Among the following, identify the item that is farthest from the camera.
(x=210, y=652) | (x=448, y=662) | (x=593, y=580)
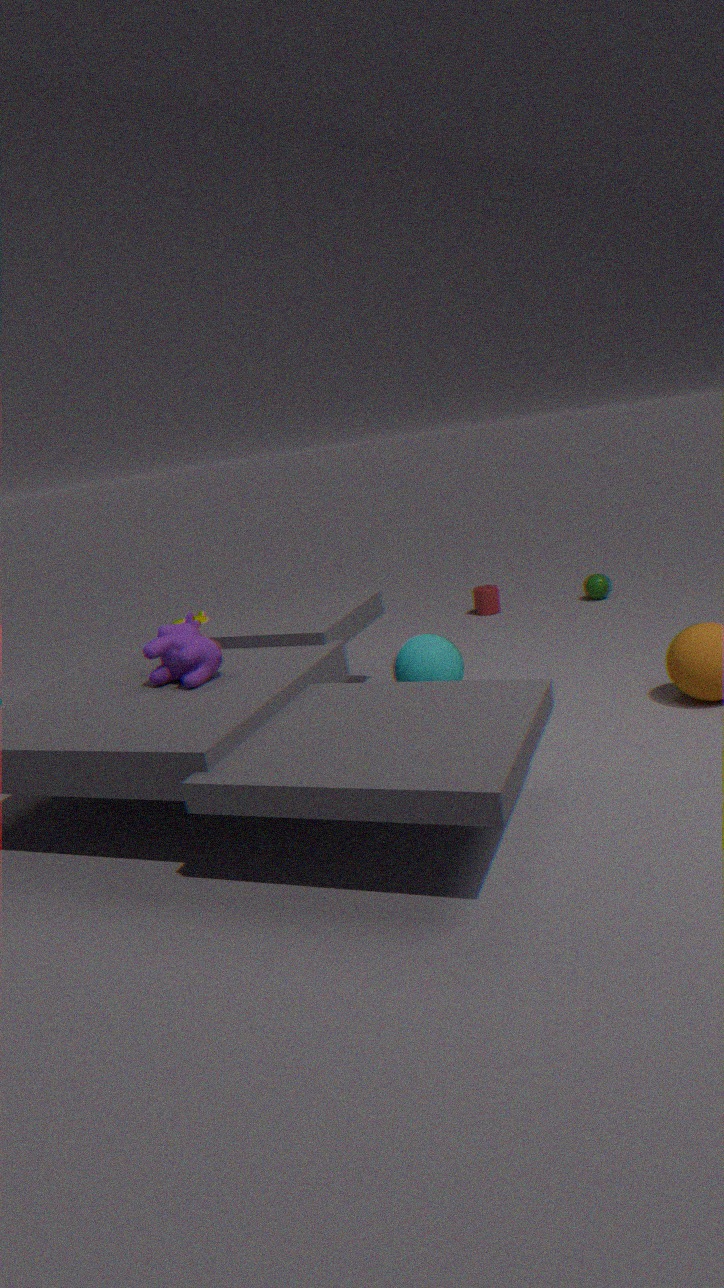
(x=593, y=580)
